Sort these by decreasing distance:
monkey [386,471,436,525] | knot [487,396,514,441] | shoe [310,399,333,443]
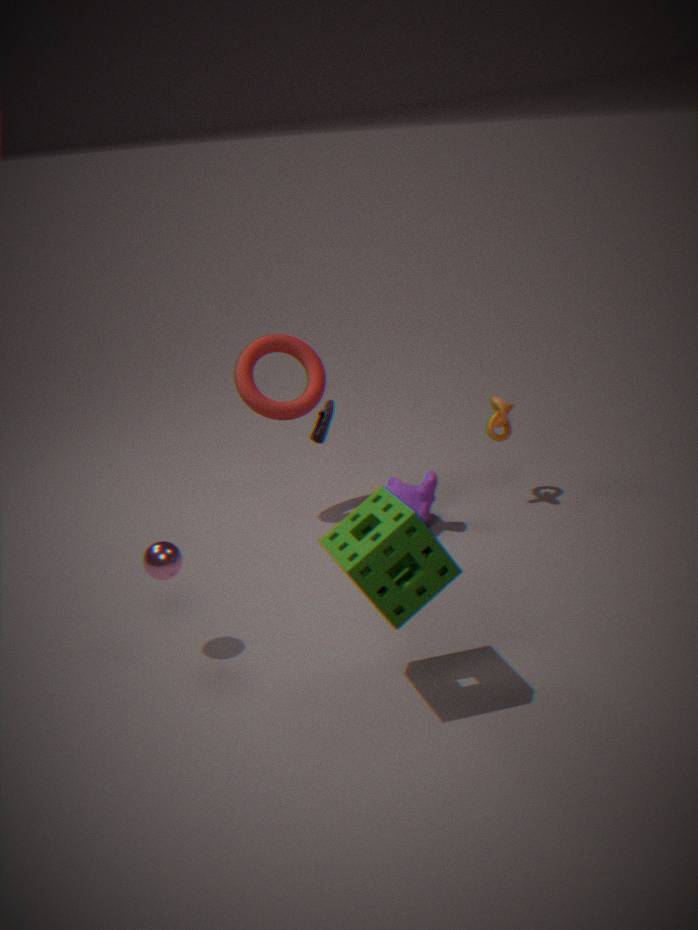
1. knot [487,396,514,441]
2. monkey [386,471,436,525]
3. shoe [310,399,333,443]
